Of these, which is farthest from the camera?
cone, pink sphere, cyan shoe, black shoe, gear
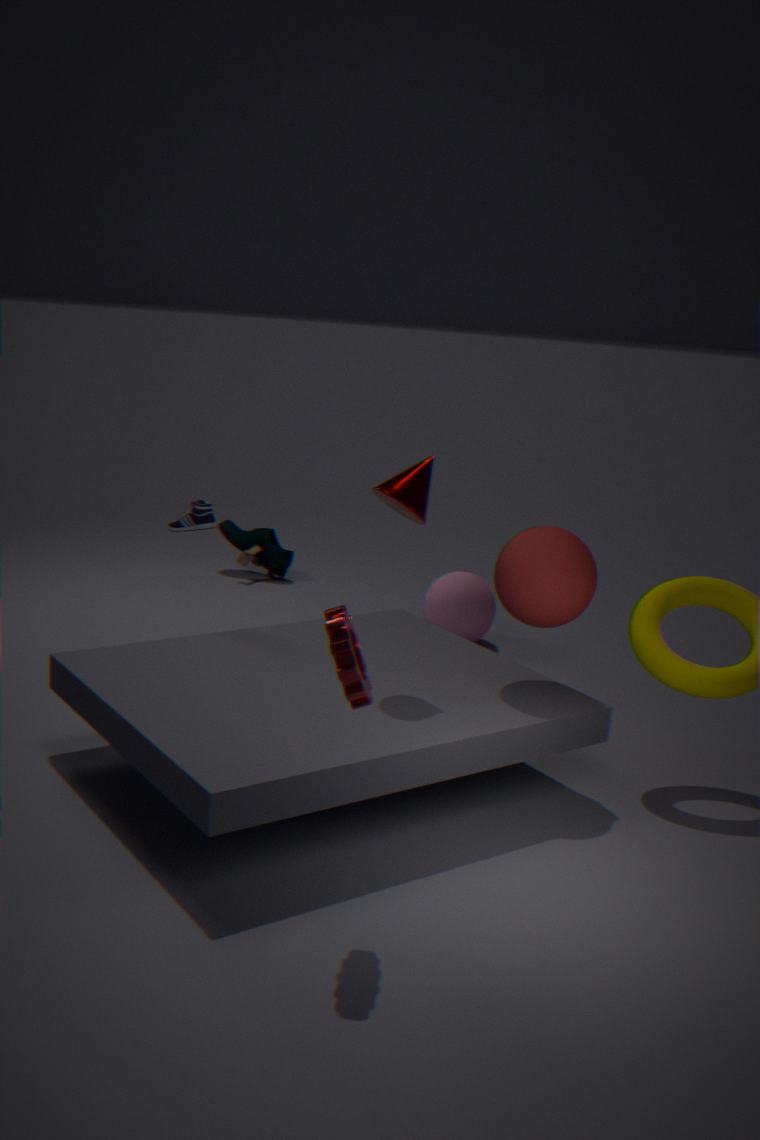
cyan shoe
